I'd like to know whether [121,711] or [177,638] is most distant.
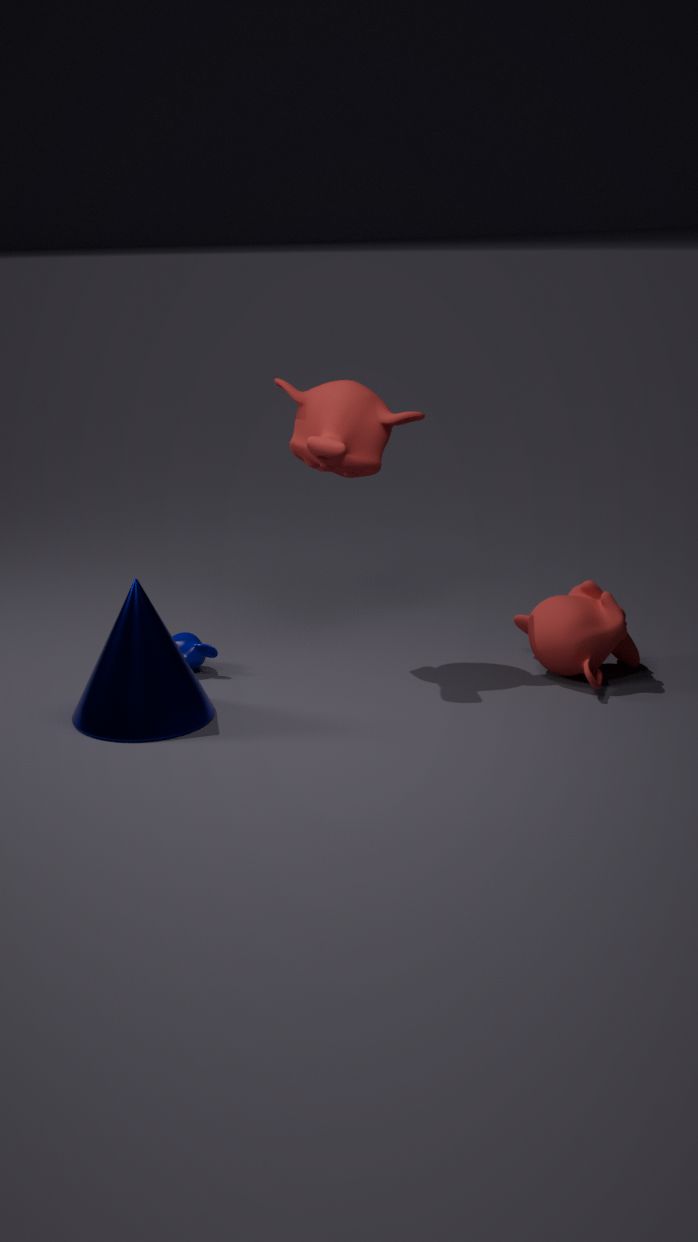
[177,638]
